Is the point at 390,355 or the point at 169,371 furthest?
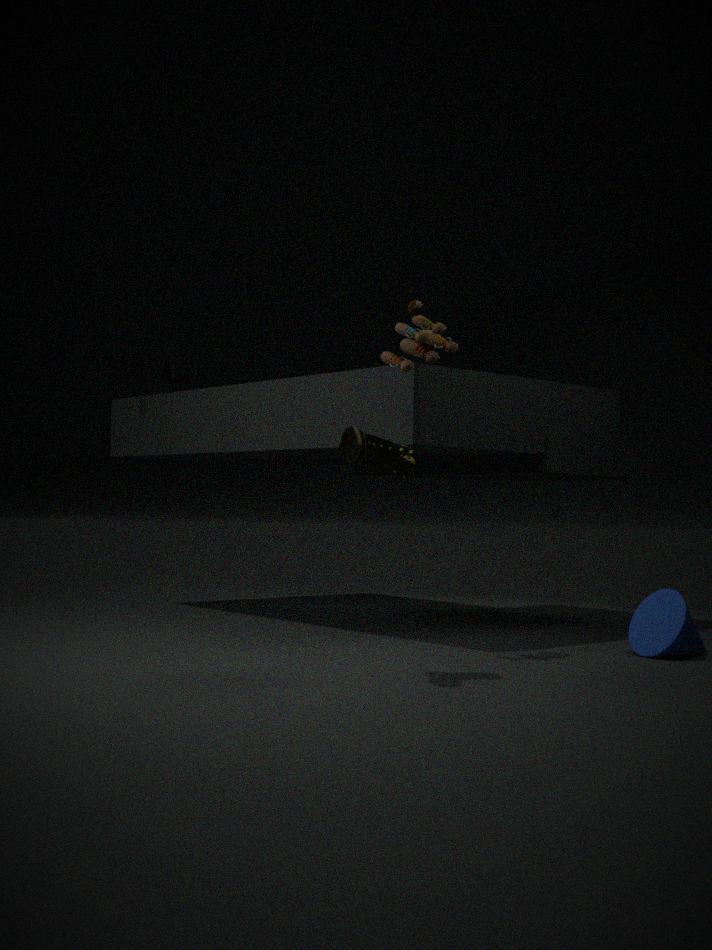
the point at 169,371
